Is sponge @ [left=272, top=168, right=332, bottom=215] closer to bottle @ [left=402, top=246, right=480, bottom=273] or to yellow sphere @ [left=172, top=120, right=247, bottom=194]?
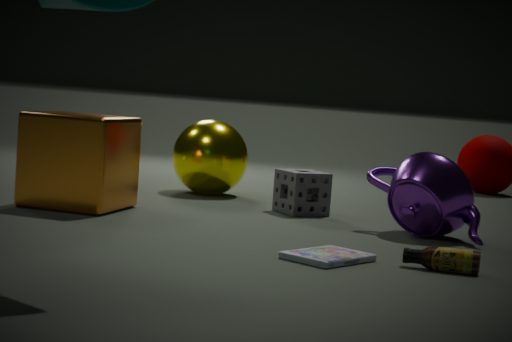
yellow sphere @ [left=172, top=120, right=247, bottom=194]
